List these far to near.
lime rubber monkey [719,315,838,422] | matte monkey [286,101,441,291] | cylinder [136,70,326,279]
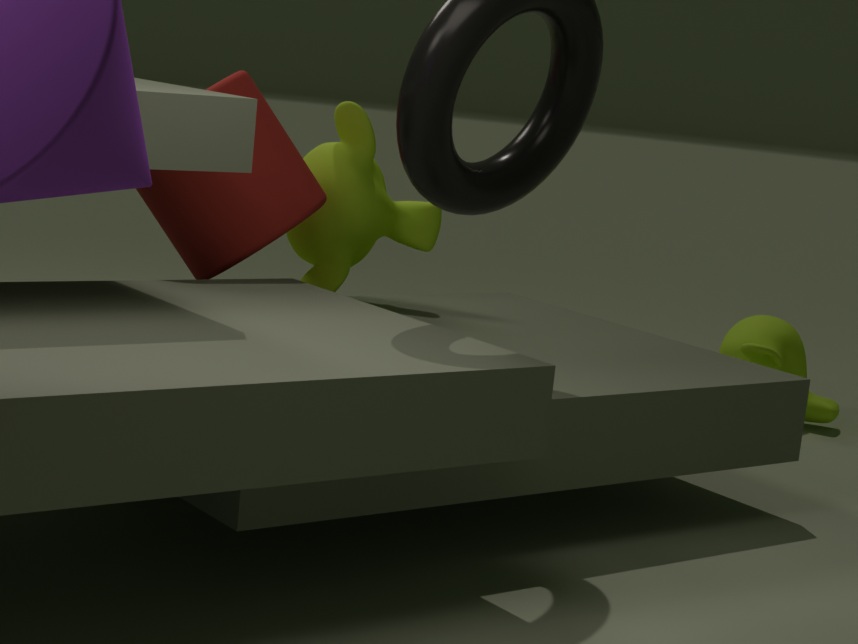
lime rubber monkey [719,315,838,422]
matte monkey [286,101,441,291]
cylinder [136,70,326,279]
